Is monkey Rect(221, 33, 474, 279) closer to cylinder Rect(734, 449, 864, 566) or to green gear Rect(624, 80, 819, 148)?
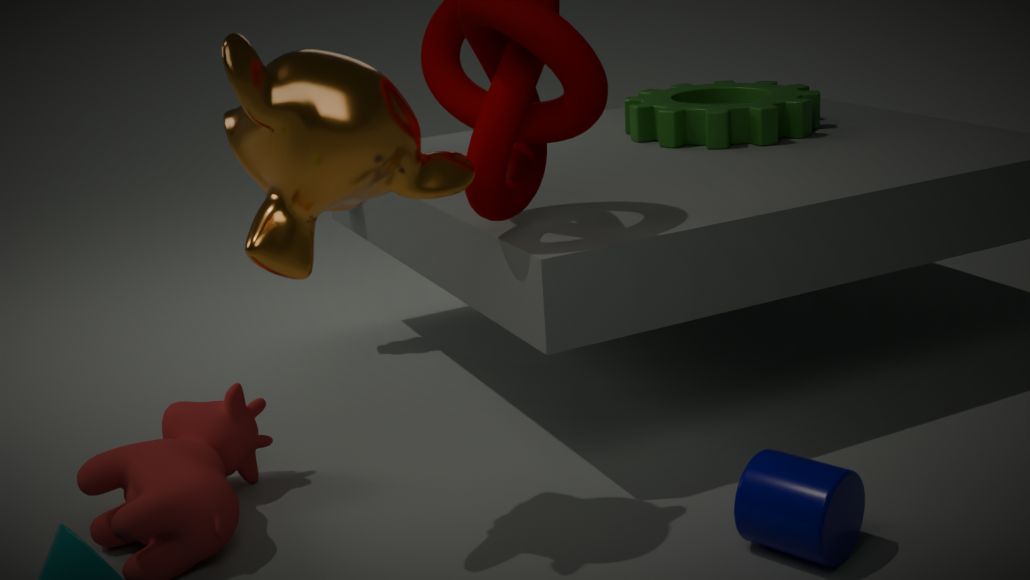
cylinder Rect(734, 449, 864, 566)
